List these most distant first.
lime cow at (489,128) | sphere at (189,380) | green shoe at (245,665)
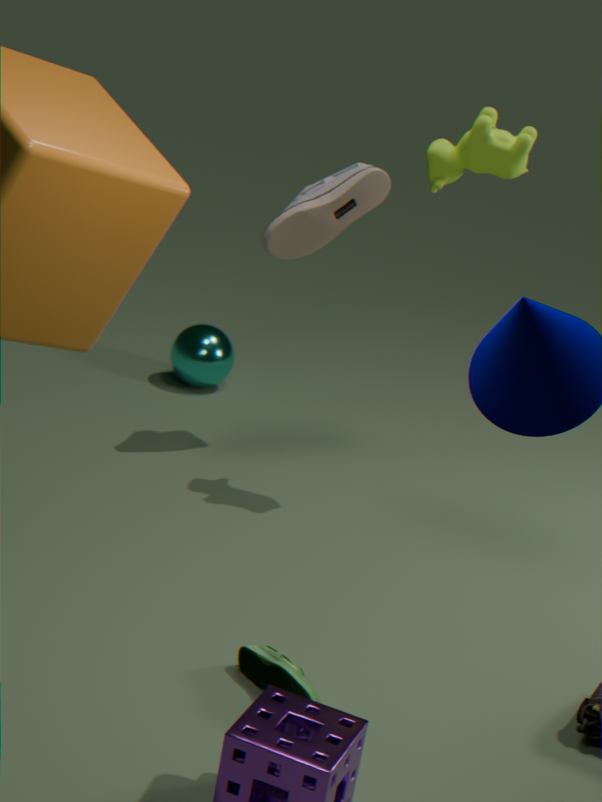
sphere at (189,380) < lime cow at (489,128) < green shoe at (245,665)
